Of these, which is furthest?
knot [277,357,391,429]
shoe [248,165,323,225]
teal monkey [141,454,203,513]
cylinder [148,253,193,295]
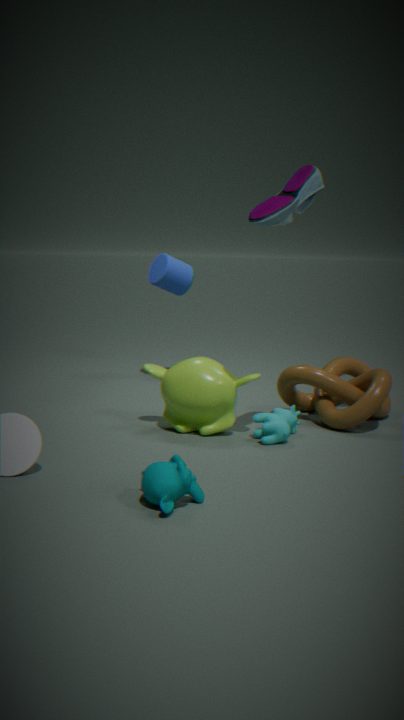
cylinder [148,253,193,295]
